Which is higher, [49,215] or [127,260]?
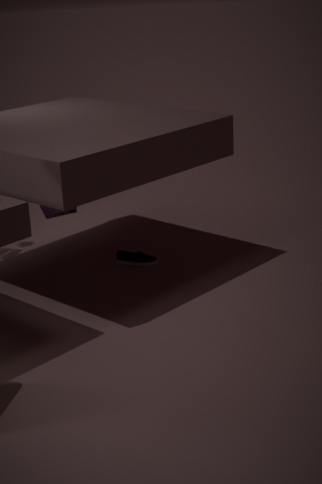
[49,215]
